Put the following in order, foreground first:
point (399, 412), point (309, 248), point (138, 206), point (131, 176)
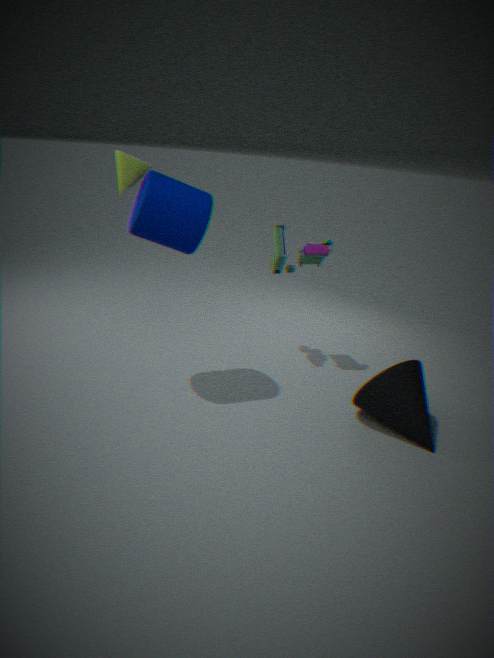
point (399, 412), point (138, 206), point (131, 176), point (309, 248)
